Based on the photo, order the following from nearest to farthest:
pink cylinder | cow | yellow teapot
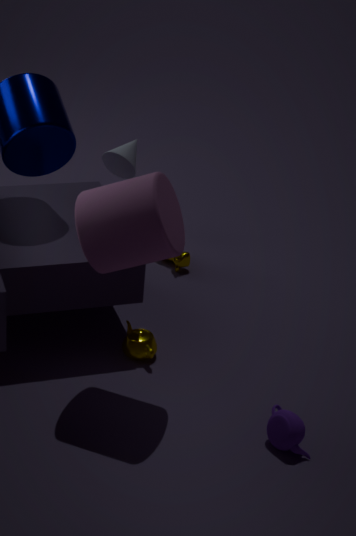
pink cylinder
yellow teapot
cow
